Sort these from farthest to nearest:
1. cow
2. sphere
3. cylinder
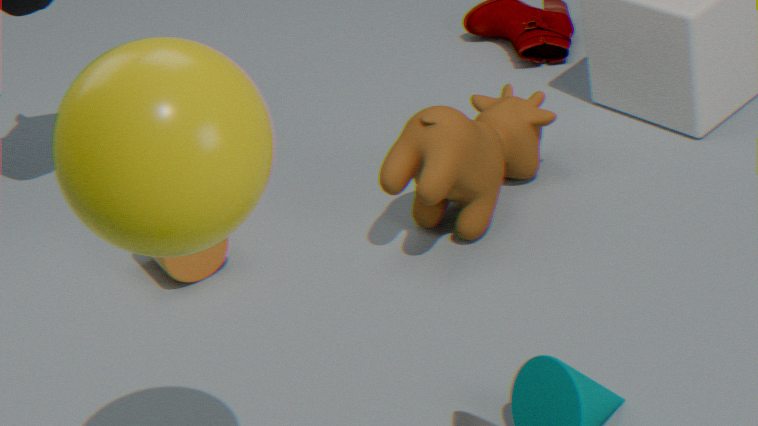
cylinder
cow
sphere
